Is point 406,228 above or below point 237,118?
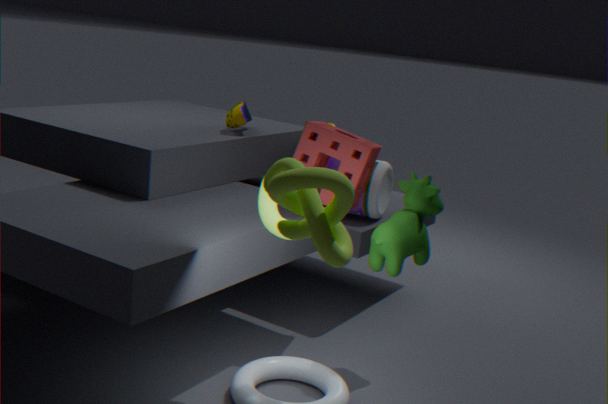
below
